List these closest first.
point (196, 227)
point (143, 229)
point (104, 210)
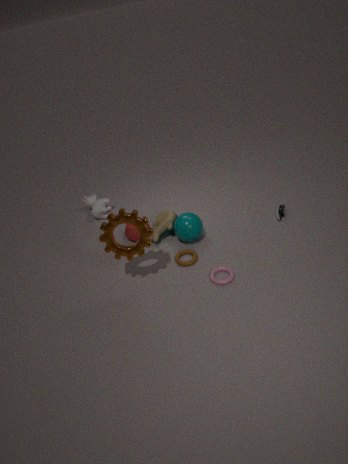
point (143, 229) → point (196, 227) → point (104, 210)
